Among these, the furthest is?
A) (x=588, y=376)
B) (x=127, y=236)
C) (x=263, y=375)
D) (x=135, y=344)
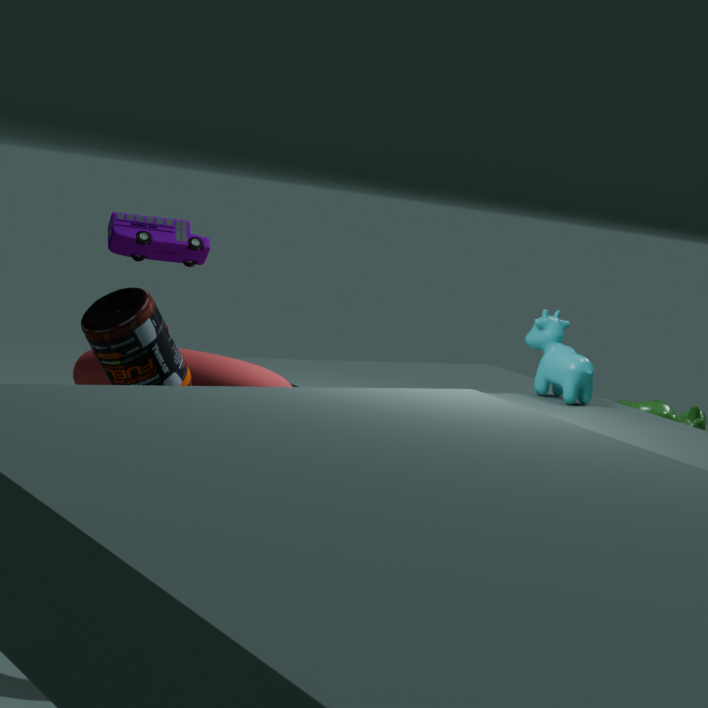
(x=588, y=376)
